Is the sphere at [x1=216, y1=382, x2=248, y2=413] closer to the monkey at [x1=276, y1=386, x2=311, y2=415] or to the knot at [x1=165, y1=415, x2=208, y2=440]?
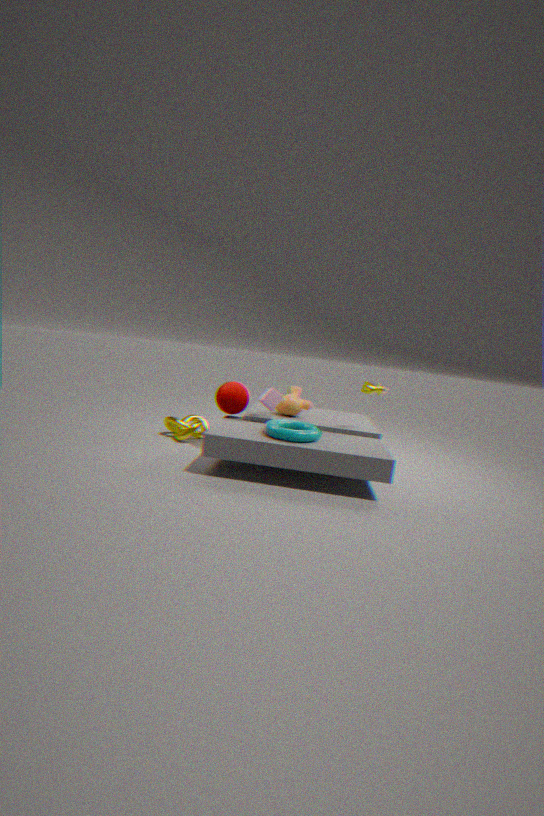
the monkey at [x1=276, y1=386, x2=311, y2=415]
